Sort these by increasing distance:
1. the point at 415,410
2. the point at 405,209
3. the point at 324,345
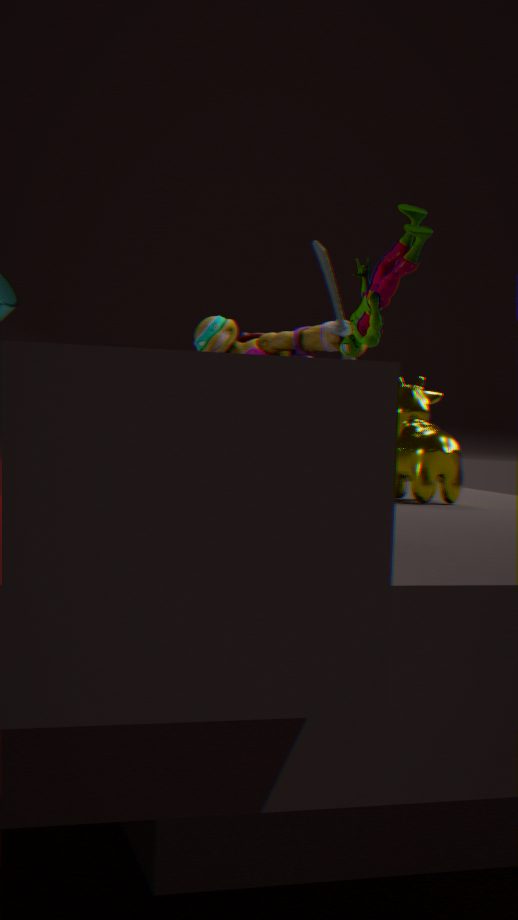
the point at 405,209, the point at 415,410, the point at 324,345
